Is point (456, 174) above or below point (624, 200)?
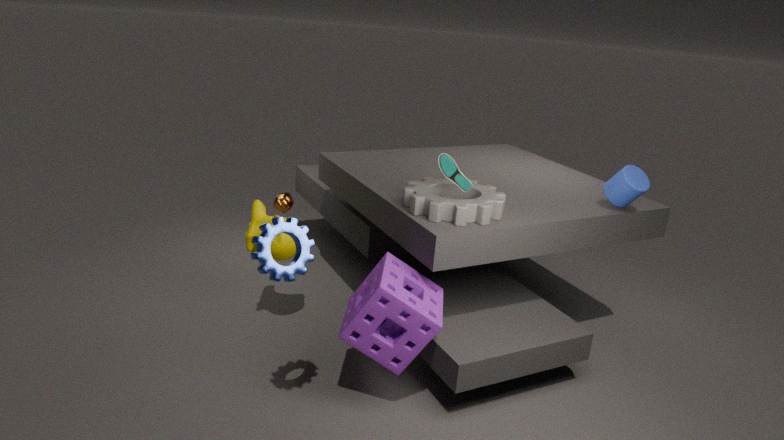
above
